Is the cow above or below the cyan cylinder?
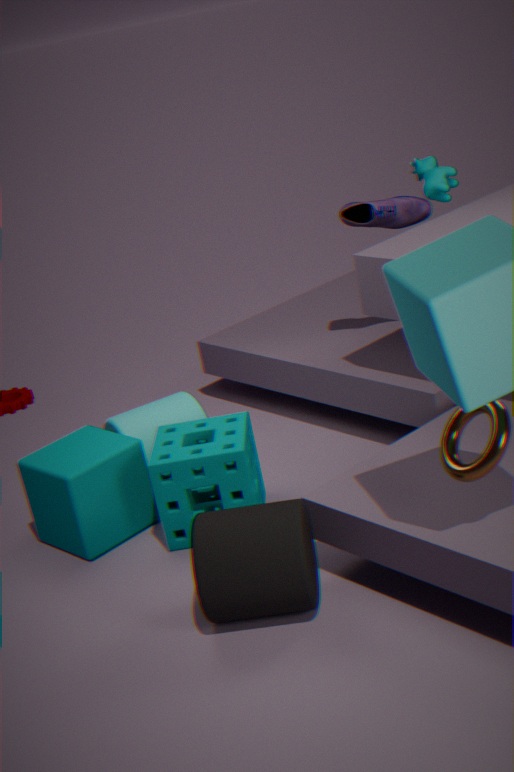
above
